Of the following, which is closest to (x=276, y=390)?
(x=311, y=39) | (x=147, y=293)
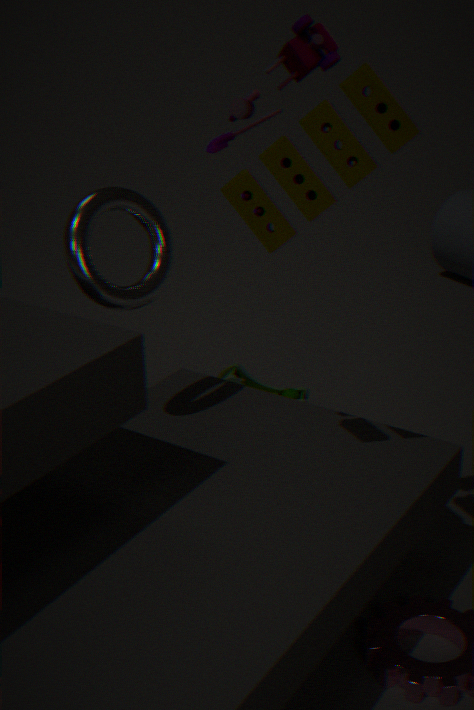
(x=147, y=293)
